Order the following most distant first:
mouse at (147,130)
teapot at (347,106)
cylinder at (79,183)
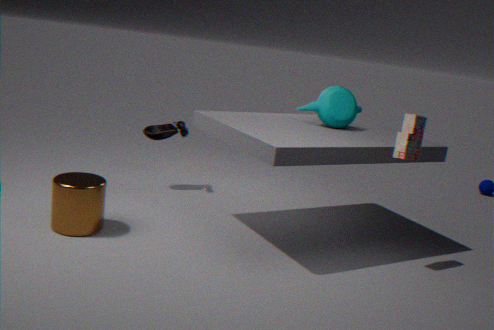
mouse at (147,130) → teapot at (347,106) → cylinder at (79,183)
